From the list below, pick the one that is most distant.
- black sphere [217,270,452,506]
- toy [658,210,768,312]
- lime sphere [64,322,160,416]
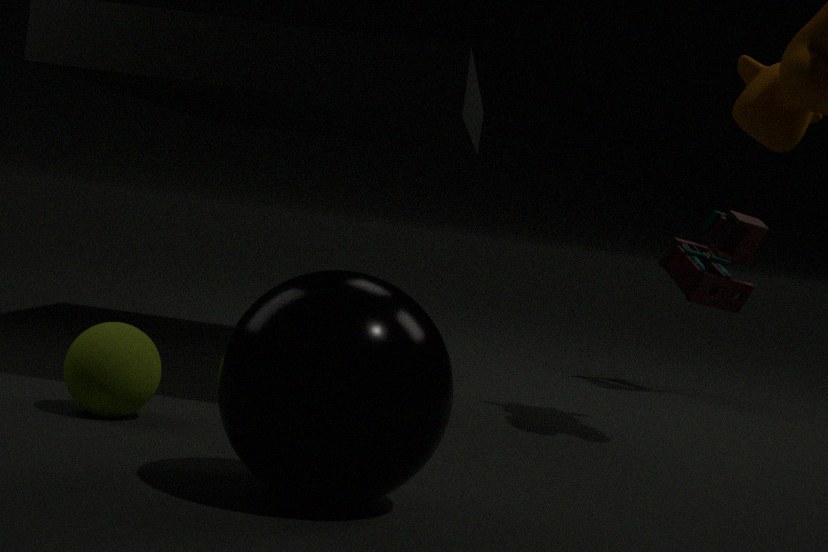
toy [658,210,768,312]
